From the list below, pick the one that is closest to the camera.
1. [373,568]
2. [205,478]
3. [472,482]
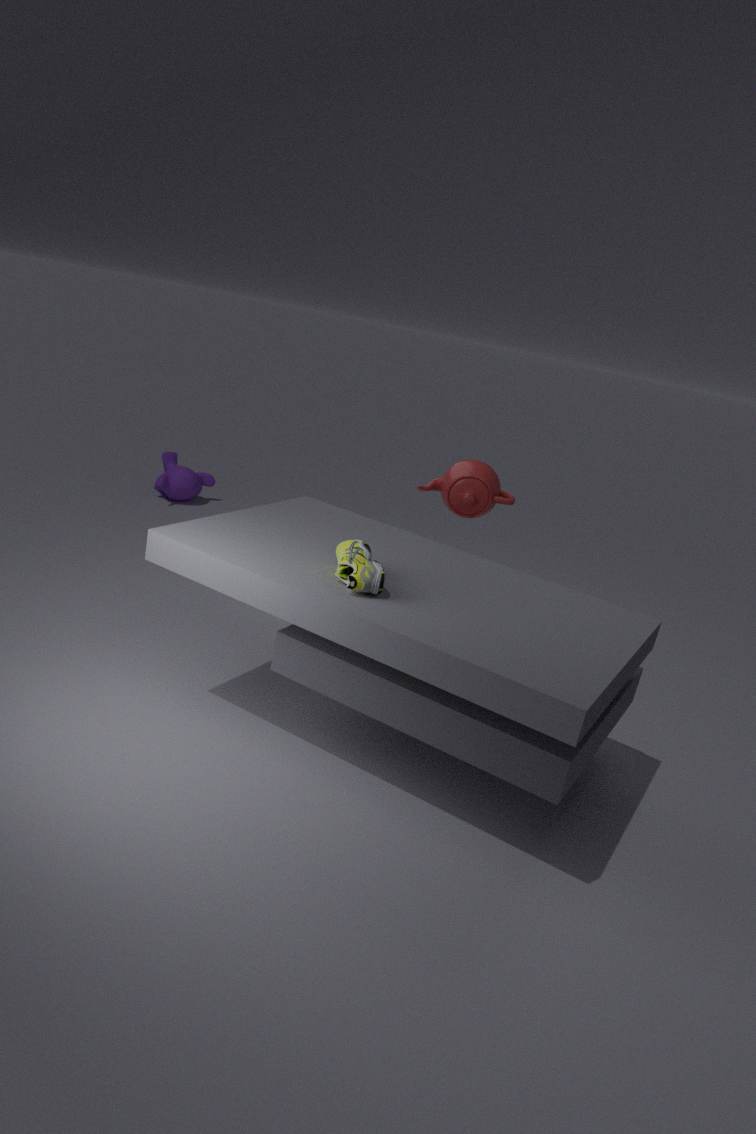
[373,568]
